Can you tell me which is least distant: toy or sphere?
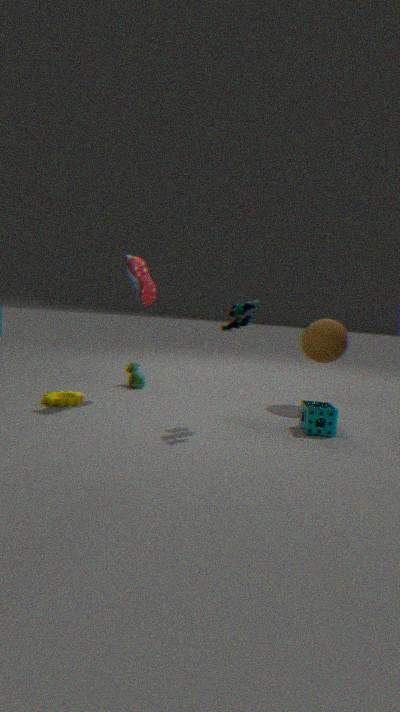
toy
